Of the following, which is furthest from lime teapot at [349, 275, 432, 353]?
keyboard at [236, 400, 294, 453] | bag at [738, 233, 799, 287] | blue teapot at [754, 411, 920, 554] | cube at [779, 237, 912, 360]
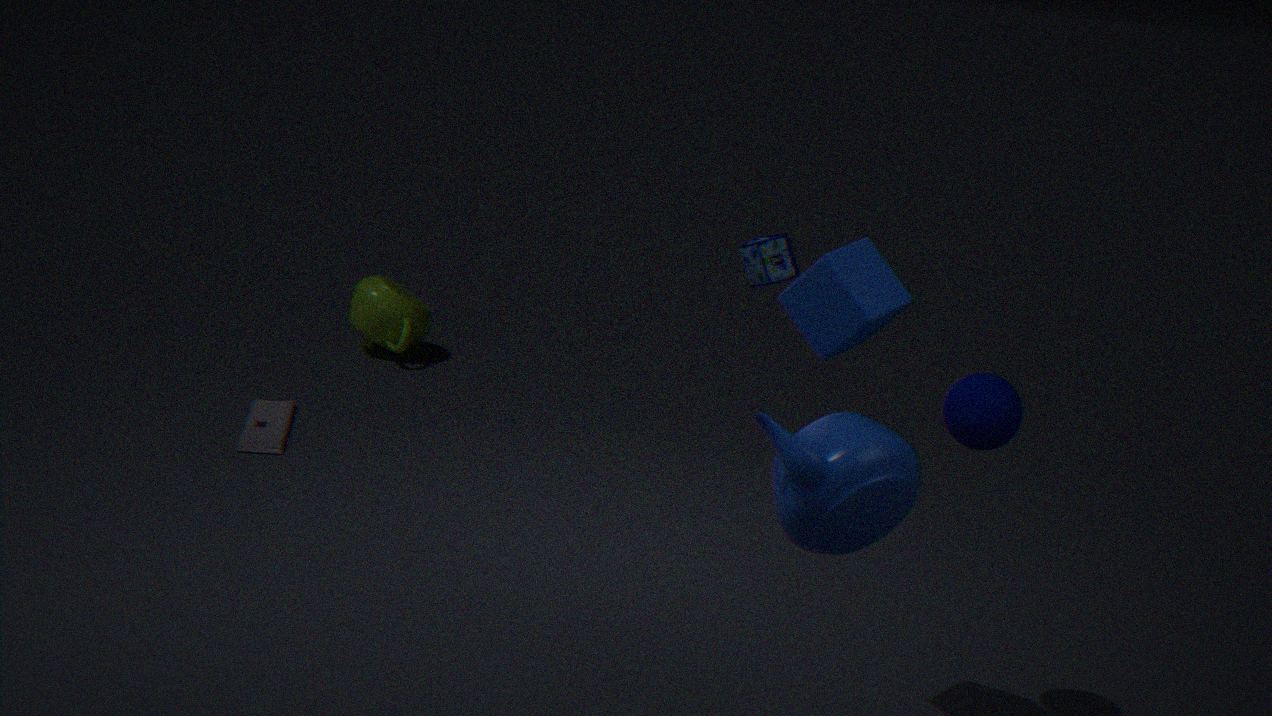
blue teapot at [754, 411, 920, 554]
